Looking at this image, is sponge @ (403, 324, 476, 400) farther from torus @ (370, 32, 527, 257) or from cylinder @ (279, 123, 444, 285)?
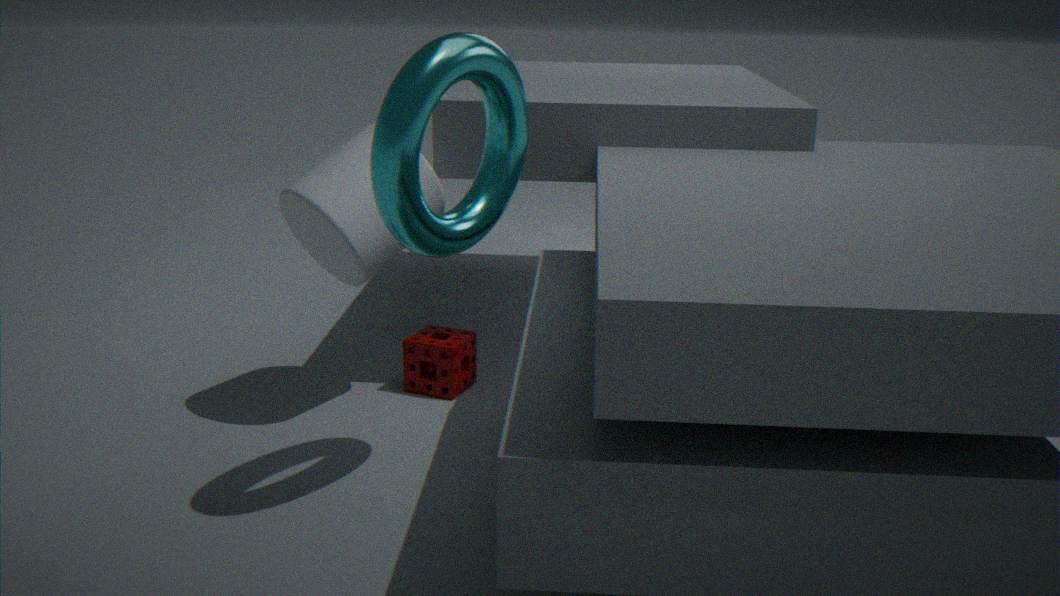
torus @ (370, 32, 527, 257)
